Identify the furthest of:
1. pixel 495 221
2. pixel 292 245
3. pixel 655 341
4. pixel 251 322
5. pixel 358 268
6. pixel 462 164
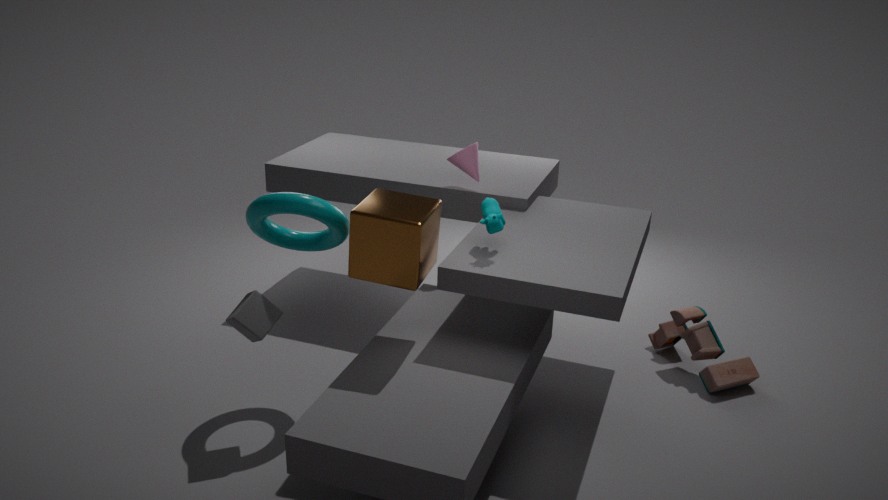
pixel 655 341
